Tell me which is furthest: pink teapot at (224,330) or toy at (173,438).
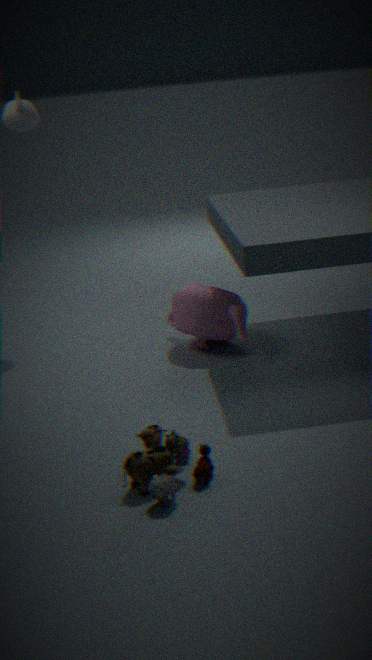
pink teapot at (224,330)
